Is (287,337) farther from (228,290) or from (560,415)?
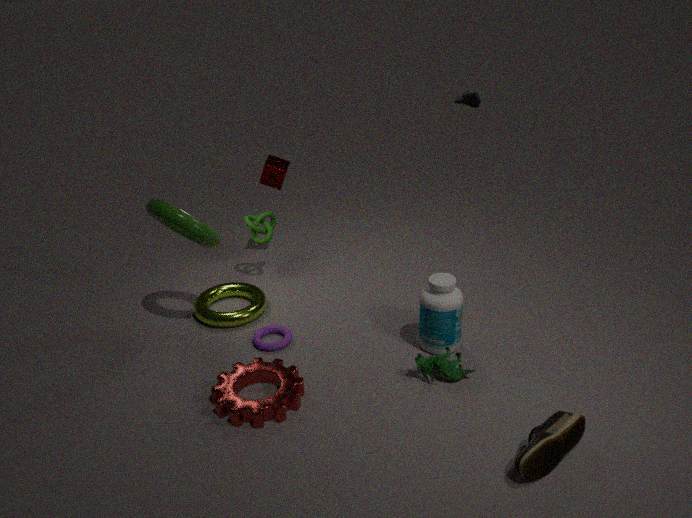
(560,415)
